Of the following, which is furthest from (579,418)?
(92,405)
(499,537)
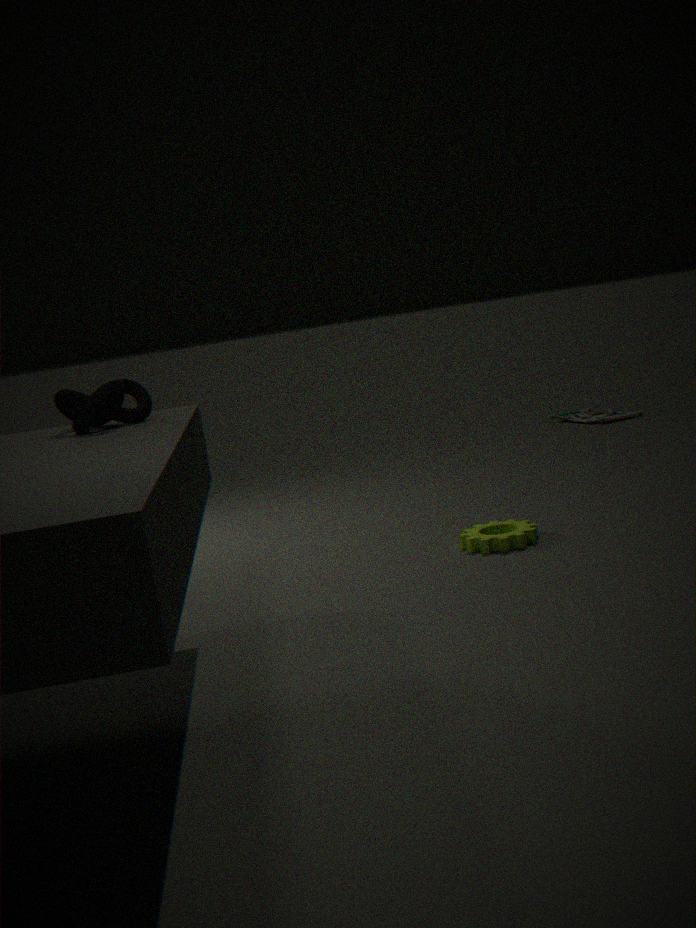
(92,405)
